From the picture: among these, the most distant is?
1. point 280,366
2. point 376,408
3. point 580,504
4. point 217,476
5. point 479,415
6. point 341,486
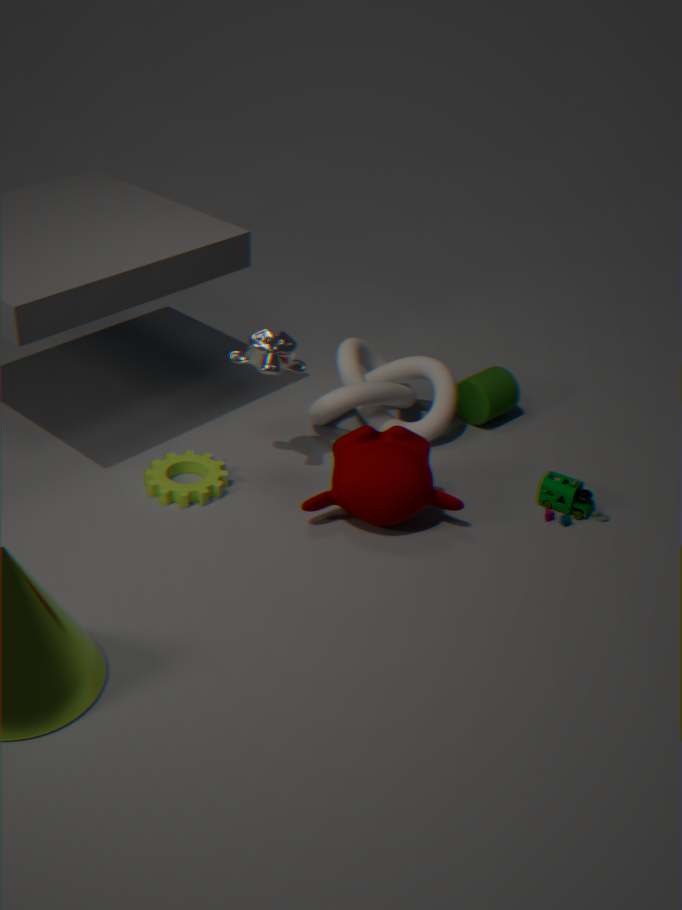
point 479,415
